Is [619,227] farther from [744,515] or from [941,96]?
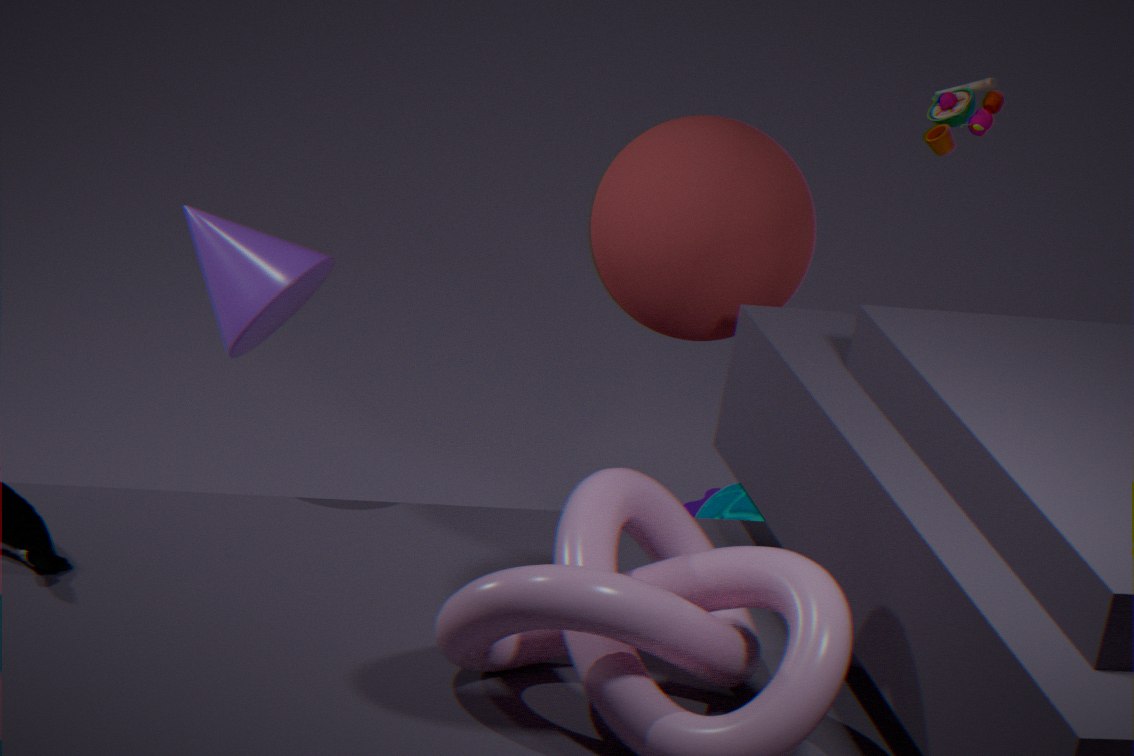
[744,515]
